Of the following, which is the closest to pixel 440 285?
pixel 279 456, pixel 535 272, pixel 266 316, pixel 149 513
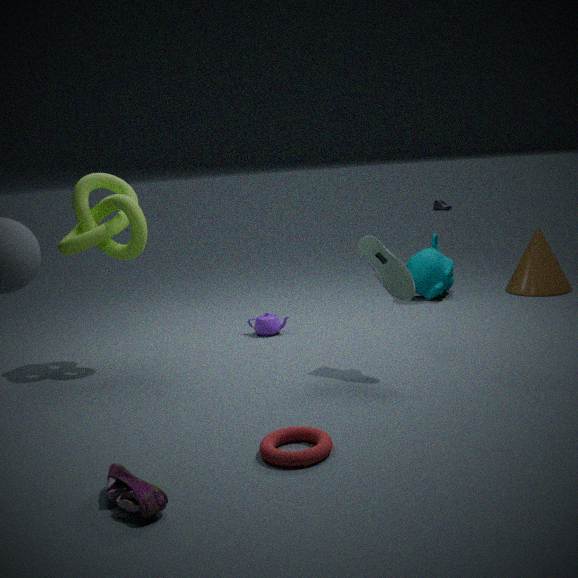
pixel 535 272
